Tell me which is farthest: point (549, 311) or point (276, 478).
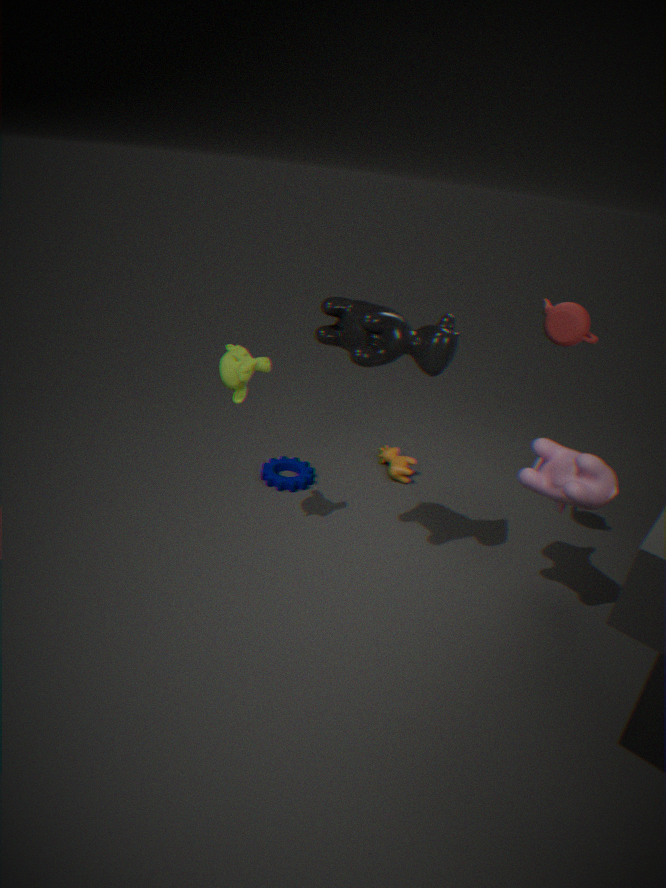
point (276, 478)
